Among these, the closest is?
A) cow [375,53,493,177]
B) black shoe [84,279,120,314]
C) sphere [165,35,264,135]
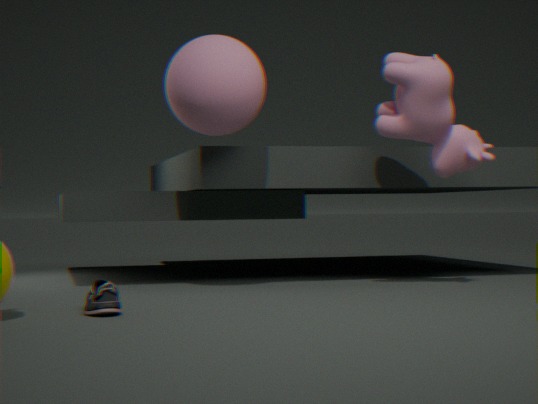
black shoe [84,279,120,314]
